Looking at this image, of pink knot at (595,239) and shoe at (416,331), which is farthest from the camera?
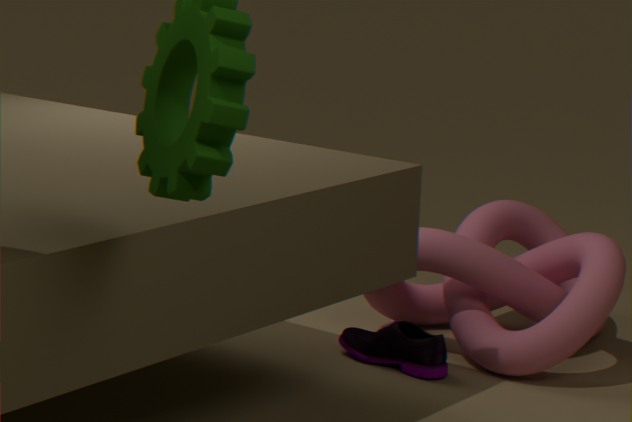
shoe at (416,331)
